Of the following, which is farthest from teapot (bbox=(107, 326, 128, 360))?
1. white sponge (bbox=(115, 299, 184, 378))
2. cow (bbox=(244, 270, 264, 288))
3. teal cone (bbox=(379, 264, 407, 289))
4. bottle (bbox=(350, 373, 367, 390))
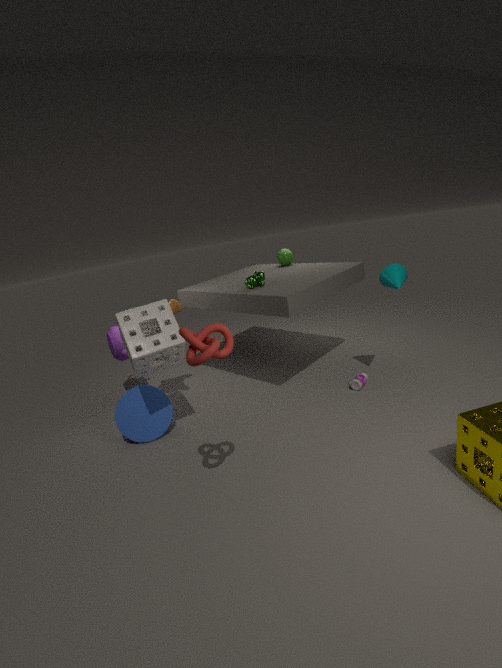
teal cone (bbox=(379, 264, 407, 289))
